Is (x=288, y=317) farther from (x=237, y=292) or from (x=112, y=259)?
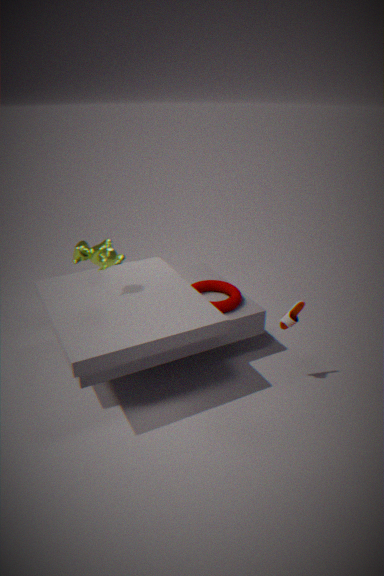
(x=112, y=259)
